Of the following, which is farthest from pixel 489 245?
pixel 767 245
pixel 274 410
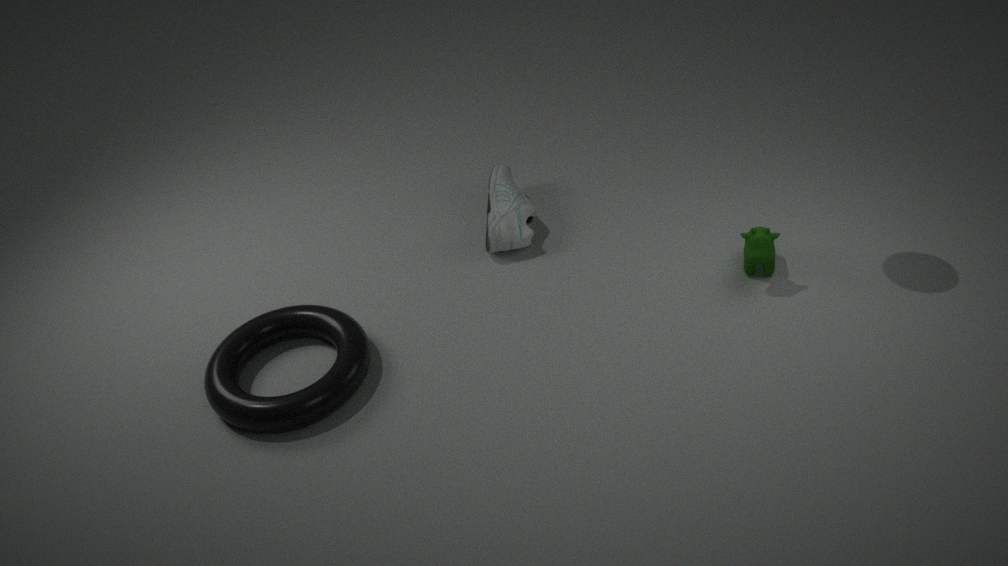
pixel 274 410
